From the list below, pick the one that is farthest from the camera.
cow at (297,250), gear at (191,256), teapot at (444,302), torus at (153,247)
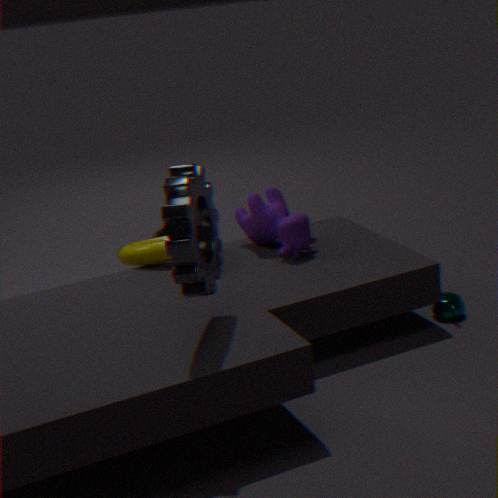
cow at (297,250)
